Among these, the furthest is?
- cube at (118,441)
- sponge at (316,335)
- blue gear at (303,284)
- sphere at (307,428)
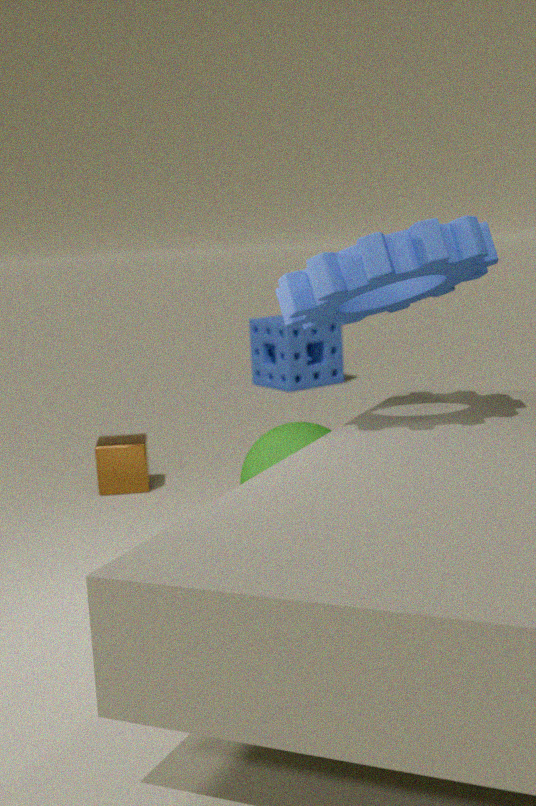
sponge at (316,335)
